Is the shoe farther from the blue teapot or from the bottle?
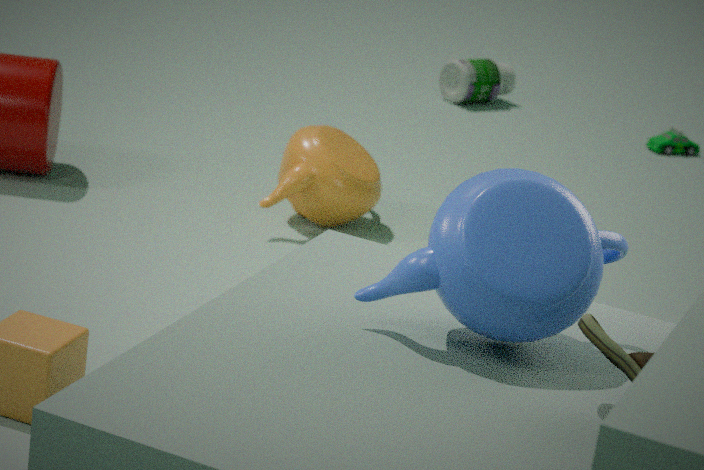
the bottle
